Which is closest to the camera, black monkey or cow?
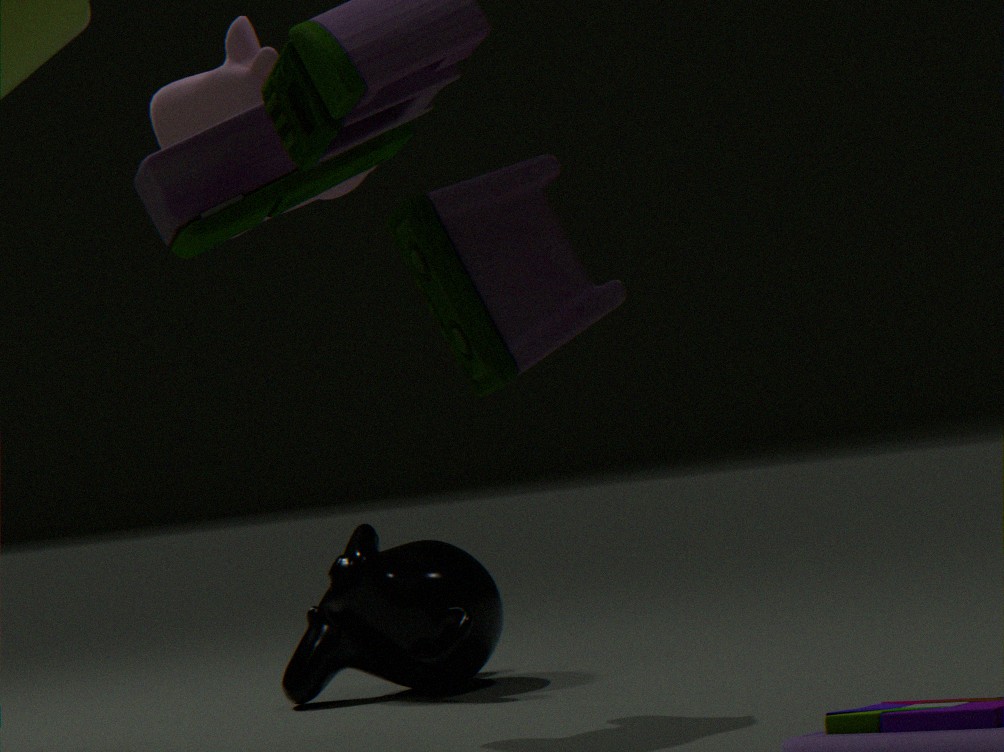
cow
